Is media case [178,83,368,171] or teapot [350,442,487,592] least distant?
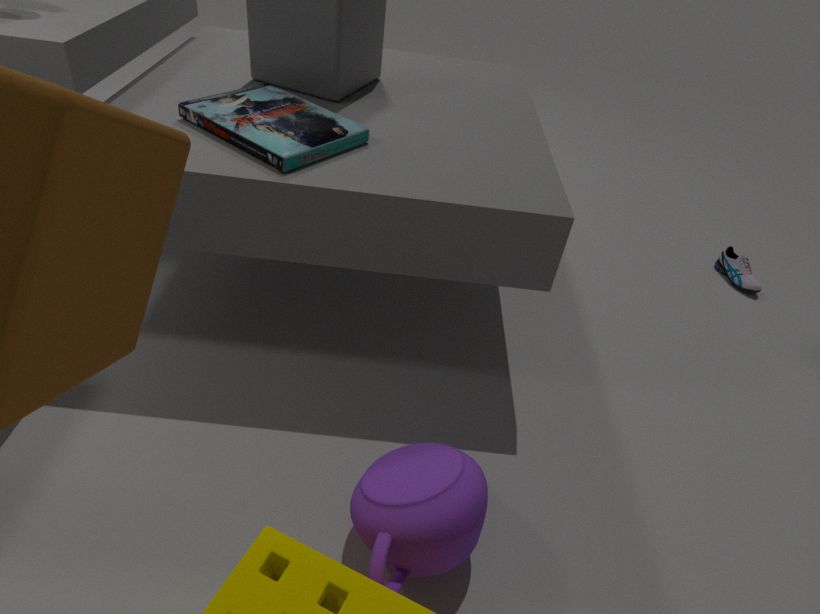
teapot [350,442,487,592]
